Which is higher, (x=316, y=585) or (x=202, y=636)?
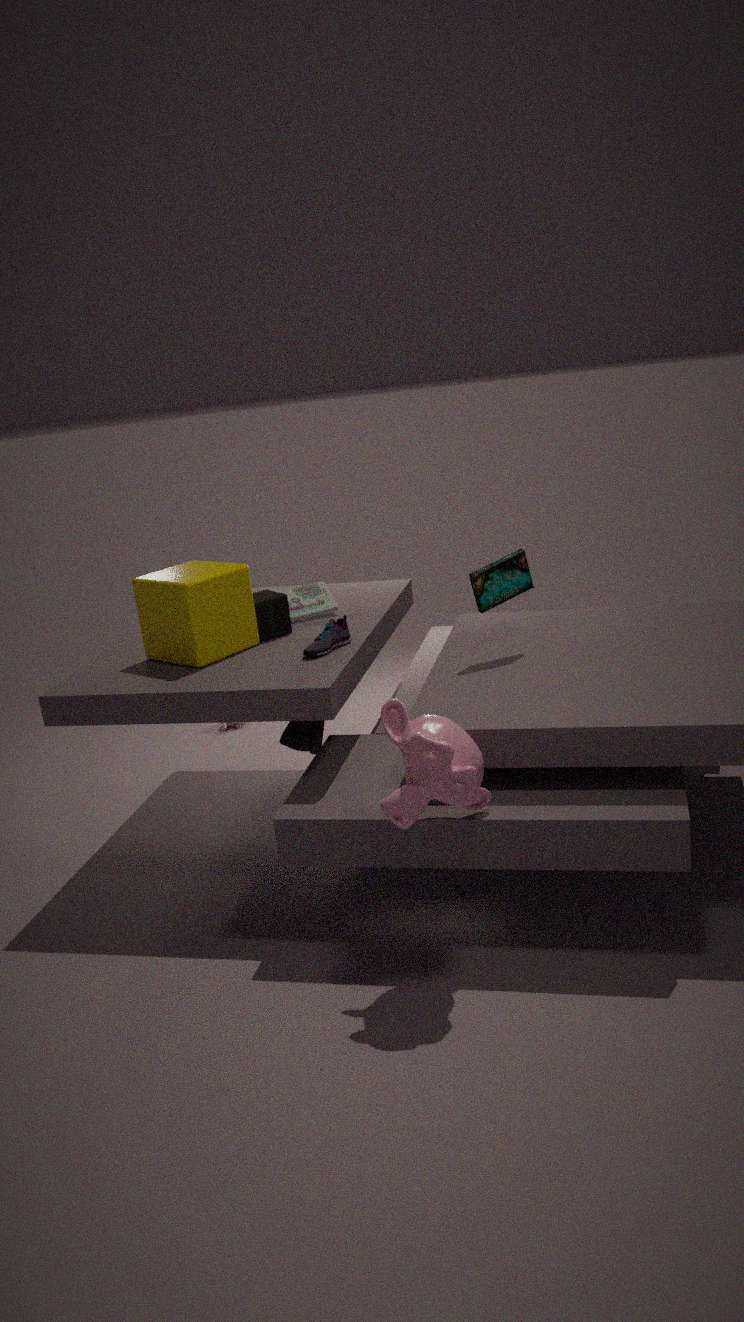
(x=202, y=636)
